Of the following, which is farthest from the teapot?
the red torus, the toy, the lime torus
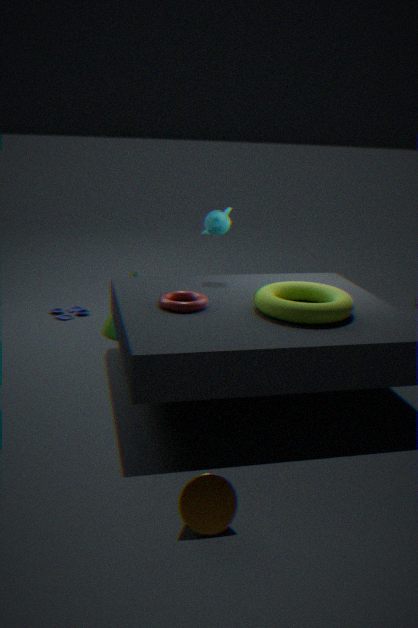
the toy
